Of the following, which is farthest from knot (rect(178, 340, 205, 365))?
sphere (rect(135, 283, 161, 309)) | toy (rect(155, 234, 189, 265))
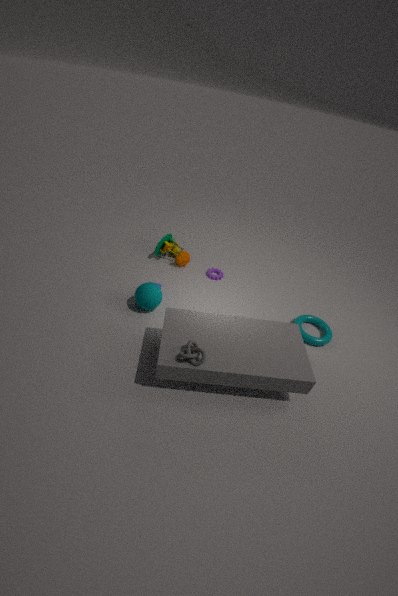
toy (rect(155, 234, 189, 265))
